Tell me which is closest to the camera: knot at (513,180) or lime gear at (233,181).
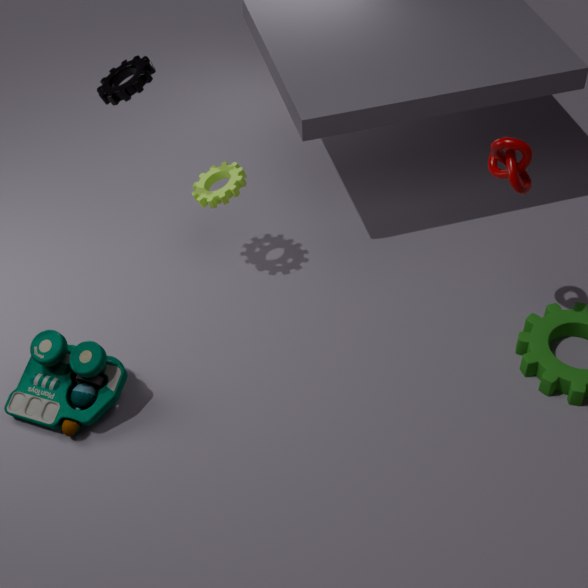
knot at (513,180)
